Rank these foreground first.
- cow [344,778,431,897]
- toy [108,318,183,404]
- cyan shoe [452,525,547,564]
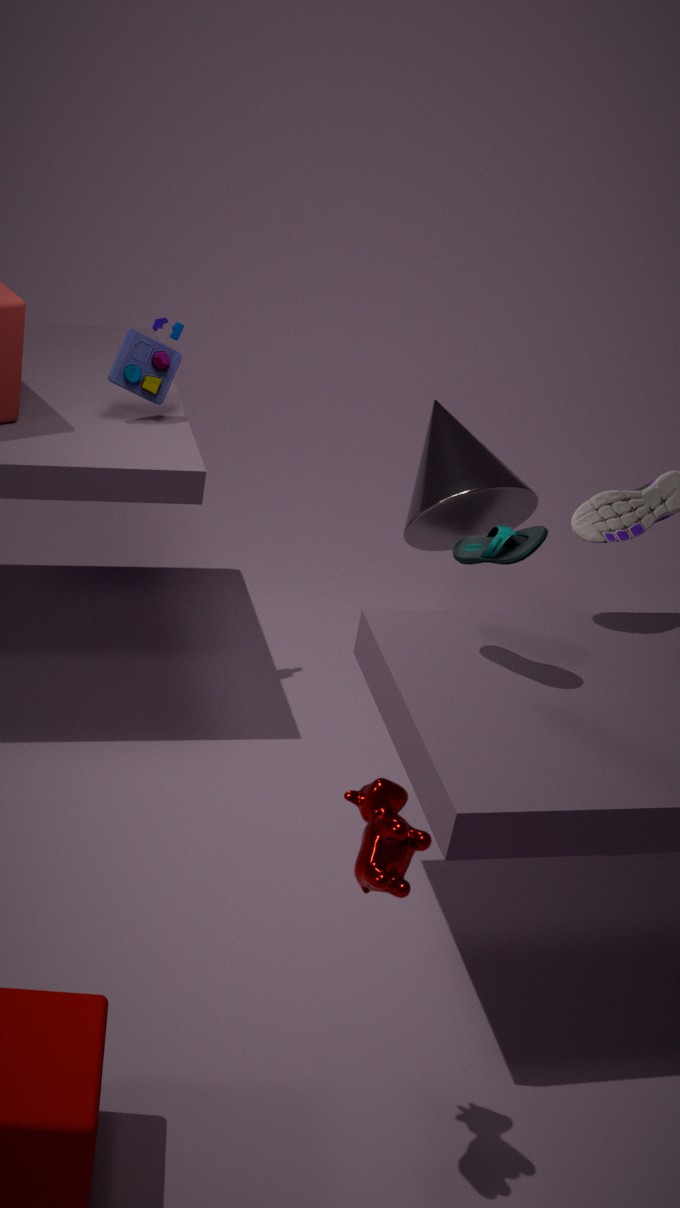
1. cow [344,778,431,897]
2. cyan shoe [452,525,547,564]
3. toy [108,318,183,404]
